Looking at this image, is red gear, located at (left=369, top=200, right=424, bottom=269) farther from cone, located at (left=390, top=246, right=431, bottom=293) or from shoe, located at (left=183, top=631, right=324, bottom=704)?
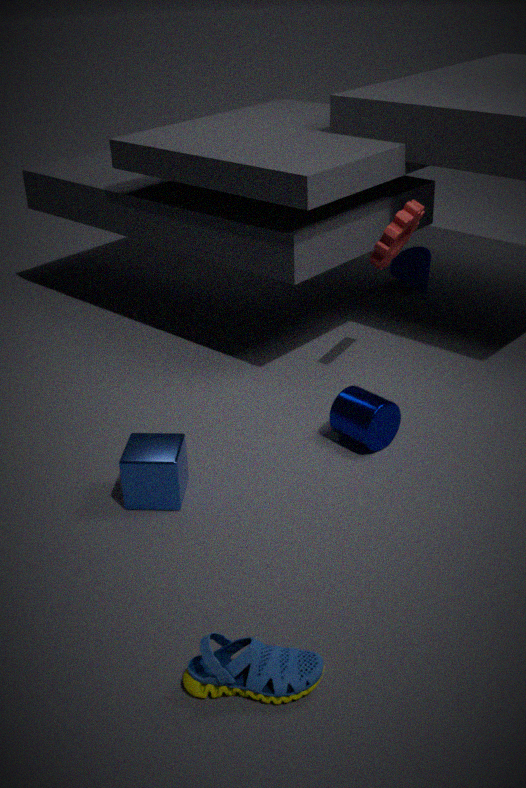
shoe, located at (left=183, top=631, right=324, bottom=704)
